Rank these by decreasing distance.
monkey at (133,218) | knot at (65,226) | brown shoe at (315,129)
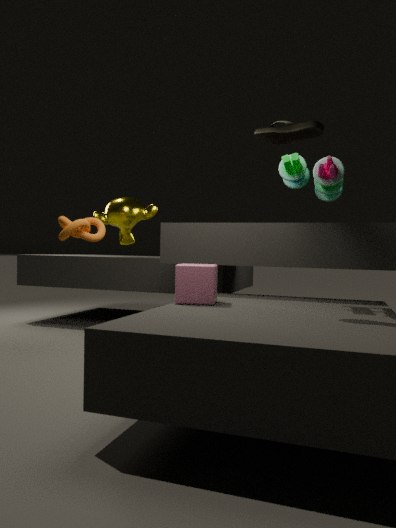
monkey at (133,218) < knot at (65,226) < brown shoe at (315,129)
